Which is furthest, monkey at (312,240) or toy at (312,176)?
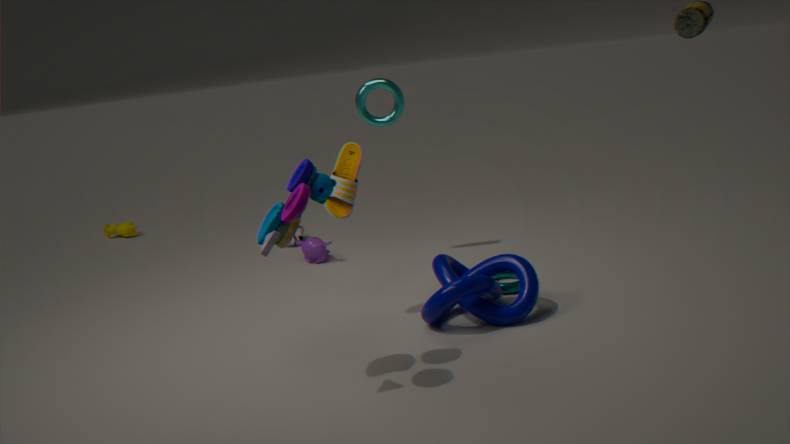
monkey at (312,240)
